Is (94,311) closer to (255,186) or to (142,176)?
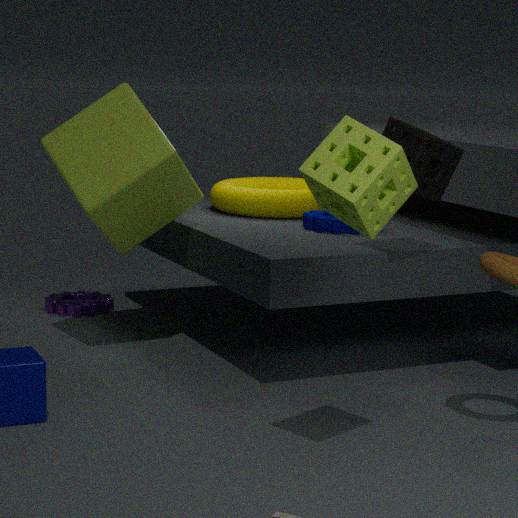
(142,176)
